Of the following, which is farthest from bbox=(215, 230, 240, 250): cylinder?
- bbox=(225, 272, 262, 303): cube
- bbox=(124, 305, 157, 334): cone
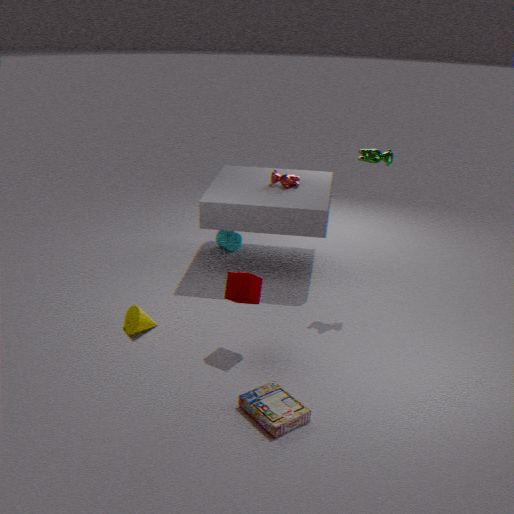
bbox=(225, 272, 262, 303): cube
